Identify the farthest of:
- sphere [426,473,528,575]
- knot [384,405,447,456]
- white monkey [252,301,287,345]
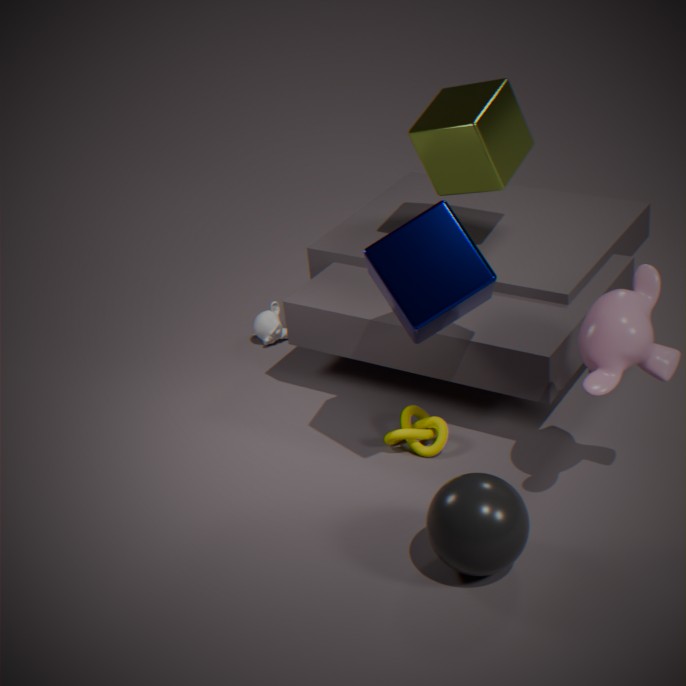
white monkey [252,301,287,345]
